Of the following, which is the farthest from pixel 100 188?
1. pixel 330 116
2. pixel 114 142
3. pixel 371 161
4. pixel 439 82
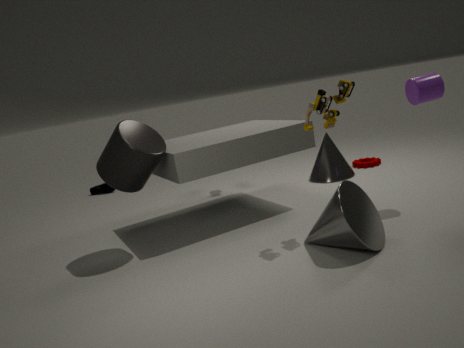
pixel 439 82
